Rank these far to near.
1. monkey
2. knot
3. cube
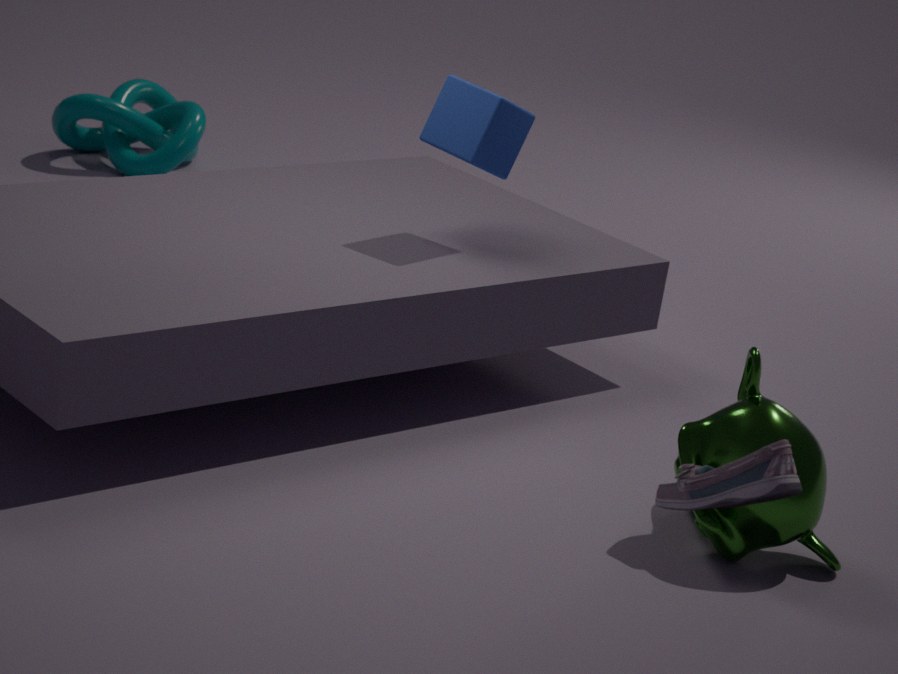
knot
cube
monkey
